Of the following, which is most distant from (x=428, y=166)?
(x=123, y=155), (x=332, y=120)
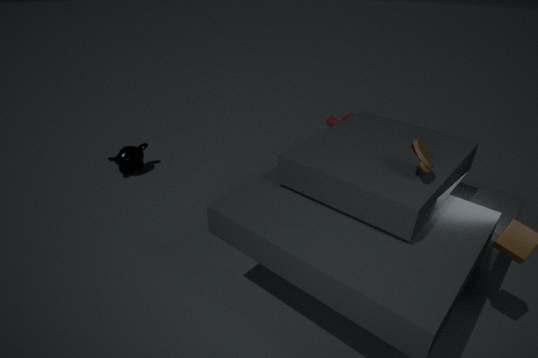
(x=123, y=155)
